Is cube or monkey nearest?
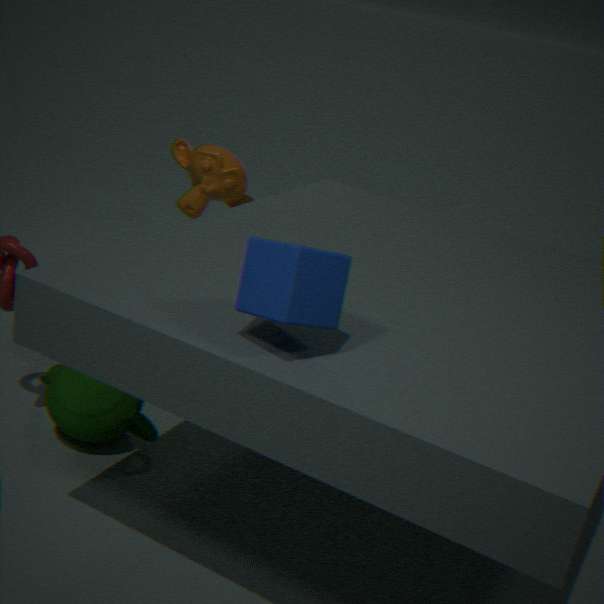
cube
